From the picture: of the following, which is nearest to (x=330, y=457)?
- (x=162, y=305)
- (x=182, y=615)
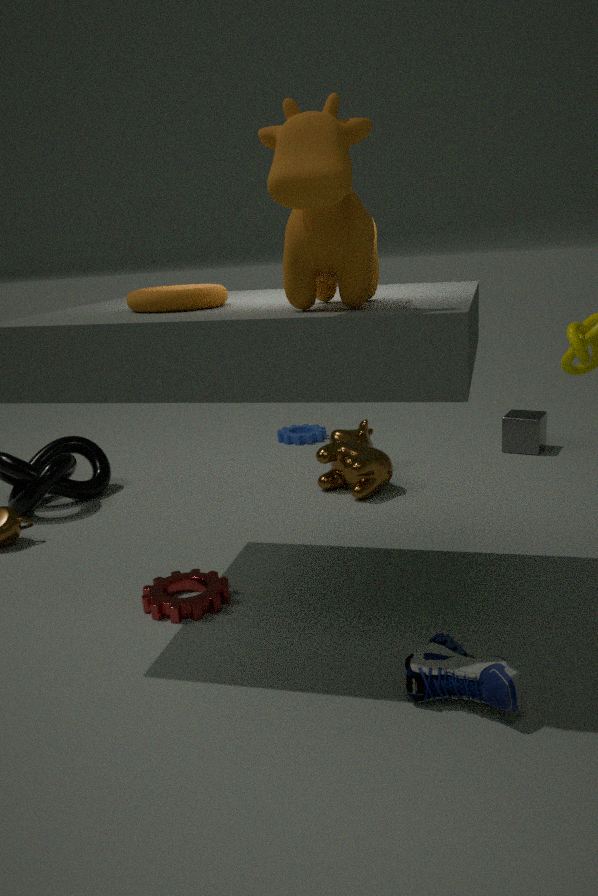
(x=182, y=615)
